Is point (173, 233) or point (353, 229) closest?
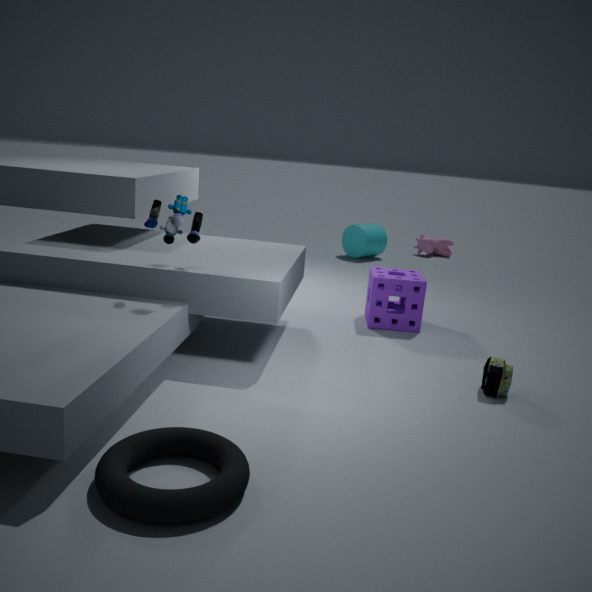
point (173, 233)
